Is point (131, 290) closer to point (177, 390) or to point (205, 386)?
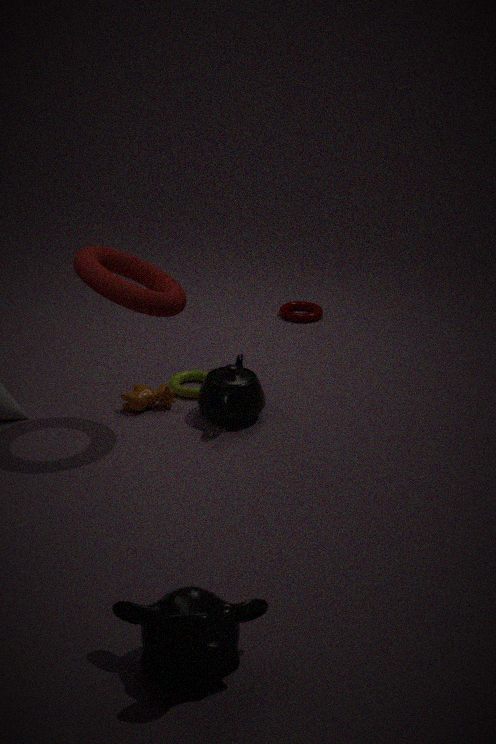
point (205, 386)
